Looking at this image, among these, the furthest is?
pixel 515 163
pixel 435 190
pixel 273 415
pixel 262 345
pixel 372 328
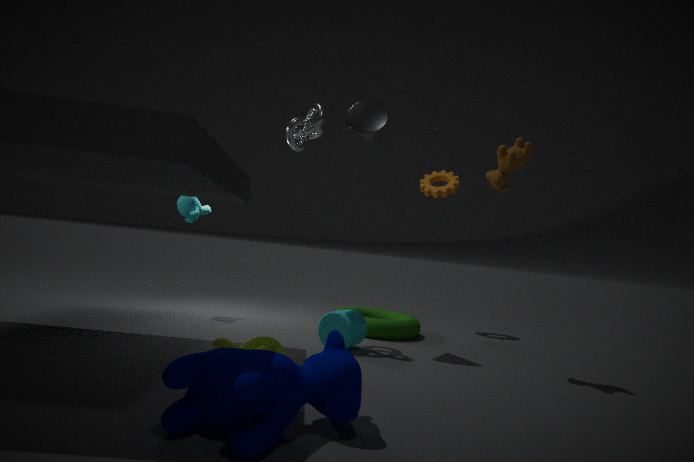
pixel 435 190
